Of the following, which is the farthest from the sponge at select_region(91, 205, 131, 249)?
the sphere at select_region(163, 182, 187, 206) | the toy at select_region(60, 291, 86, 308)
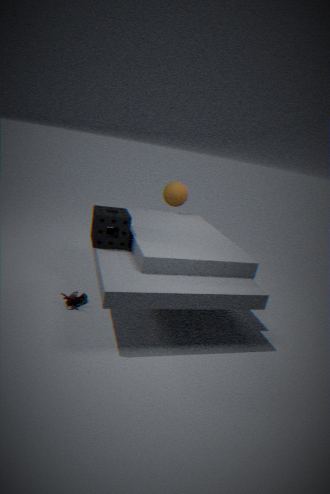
the sphere at select_region(163, 182, 187, 206)
